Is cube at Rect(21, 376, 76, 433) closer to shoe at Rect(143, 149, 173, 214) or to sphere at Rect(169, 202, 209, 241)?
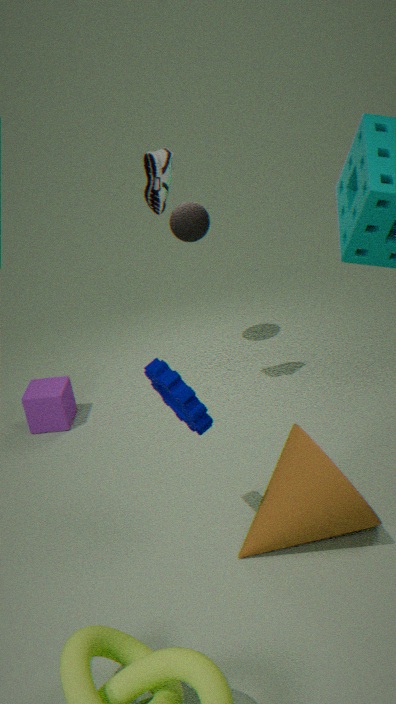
sphere at Rect(169, 202, 209, 241)
